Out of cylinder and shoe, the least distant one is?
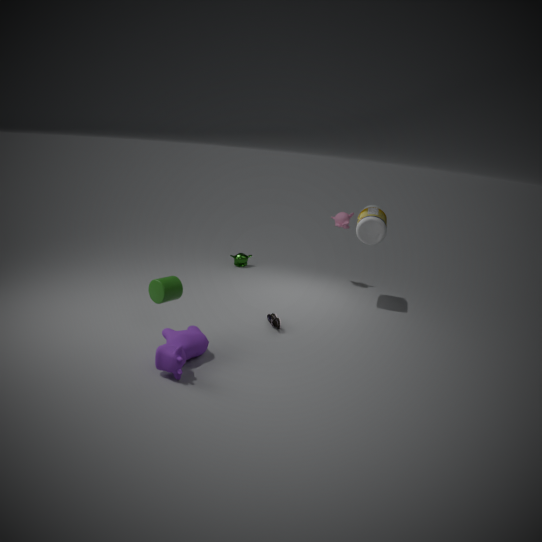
cylinder
